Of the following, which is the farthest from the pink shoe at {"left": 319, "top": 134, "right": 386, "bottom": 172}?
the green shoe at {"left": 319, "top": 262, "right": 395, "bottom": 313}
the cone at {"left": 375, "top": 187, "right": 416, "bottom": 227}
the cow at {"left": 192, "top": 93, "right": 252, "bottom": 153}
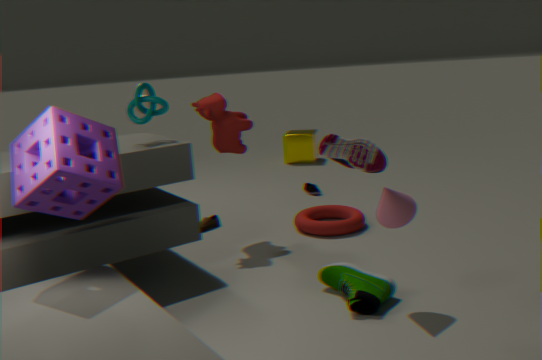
the cow at {"left": 192, "top": 93, "right": 252, "bottom": 153}
